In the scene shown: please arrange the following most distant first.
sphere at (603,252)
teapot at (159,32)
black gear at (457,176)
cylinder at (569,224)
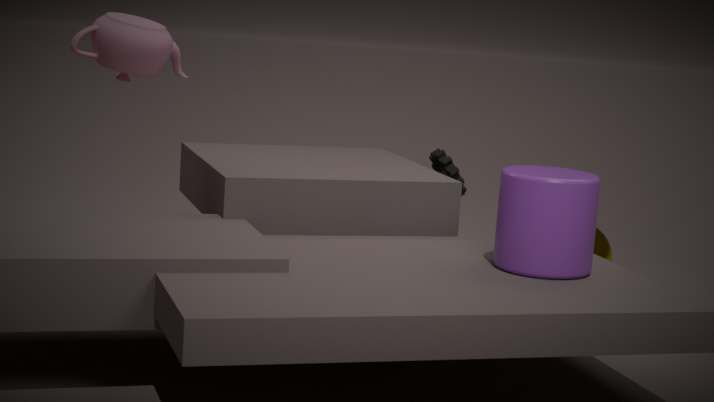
1. black gear at (457,176)
2. sphere at (603,252)
3. teapot at (159,32)
4. cylinder at (569,224)
